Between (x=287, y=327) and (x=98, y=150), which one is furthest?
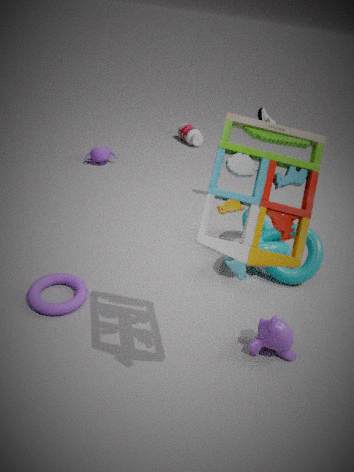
(x=98, y=150)
